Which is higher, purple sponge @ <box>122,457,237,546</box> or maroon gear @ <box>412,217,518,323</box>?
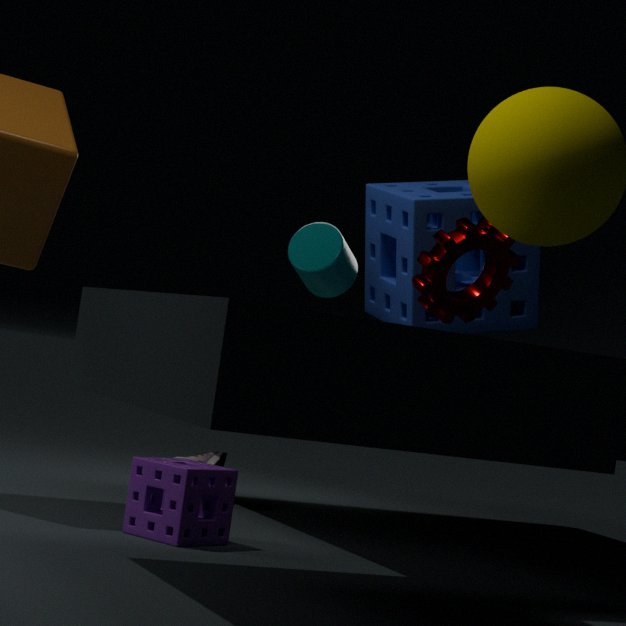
maroon gear @ <box>412,217,518,323</box>
